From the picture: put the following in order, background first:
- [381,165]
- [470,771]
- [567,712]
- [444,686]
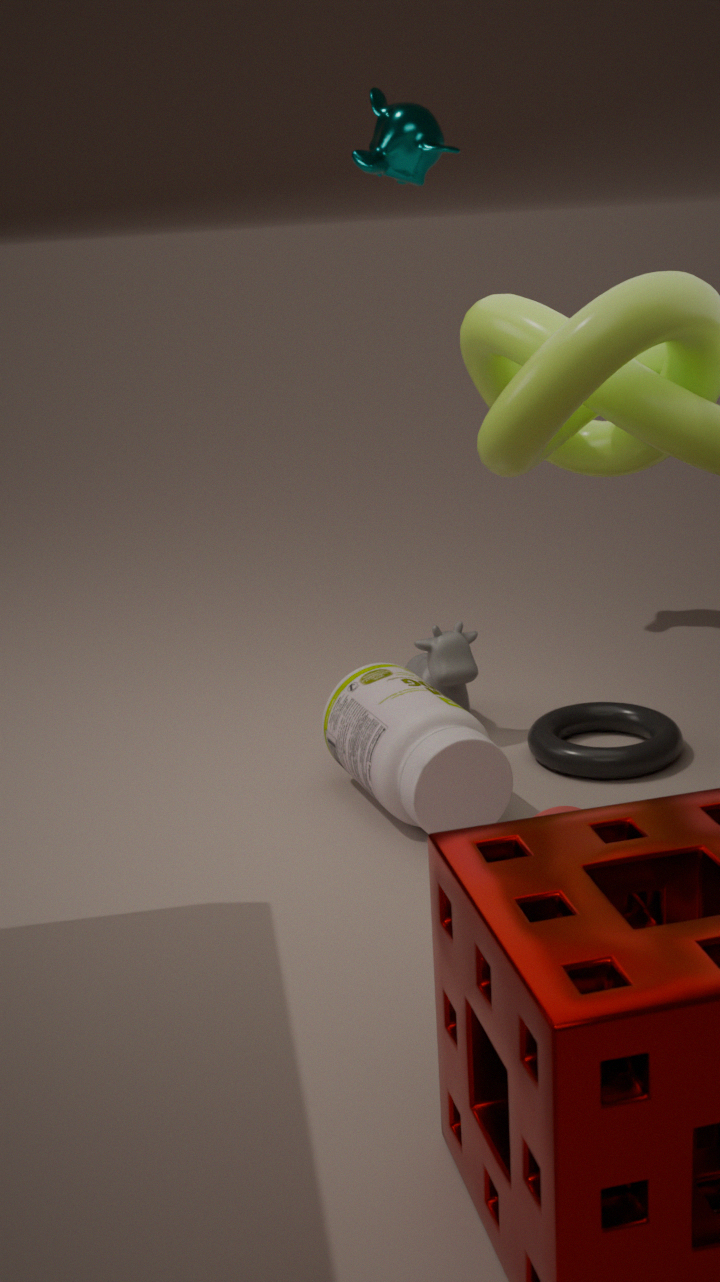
1. [381,165]
2. [444,686]
3. [567,712]
4. [470,771]
